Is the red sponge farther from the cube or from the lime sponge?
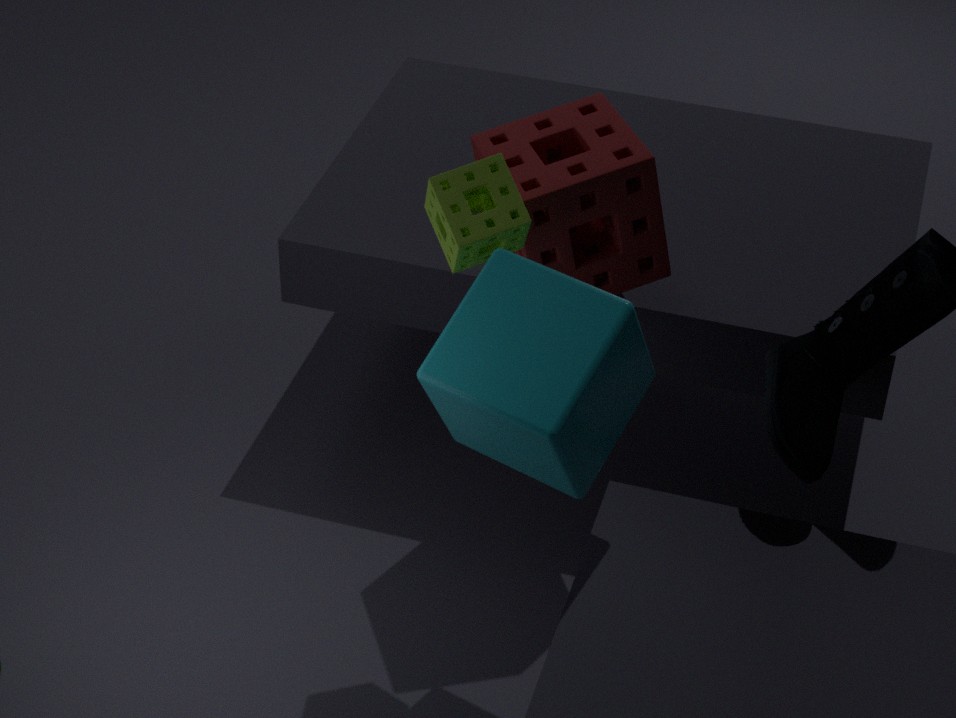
the cube
